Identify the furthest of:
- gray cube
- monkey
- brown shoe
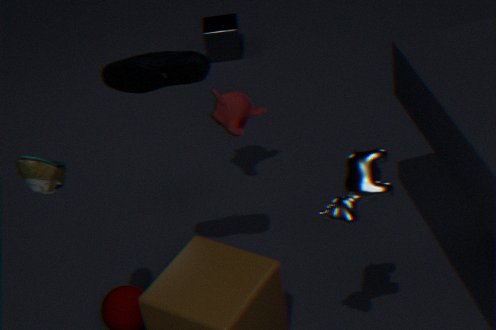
gray cube
